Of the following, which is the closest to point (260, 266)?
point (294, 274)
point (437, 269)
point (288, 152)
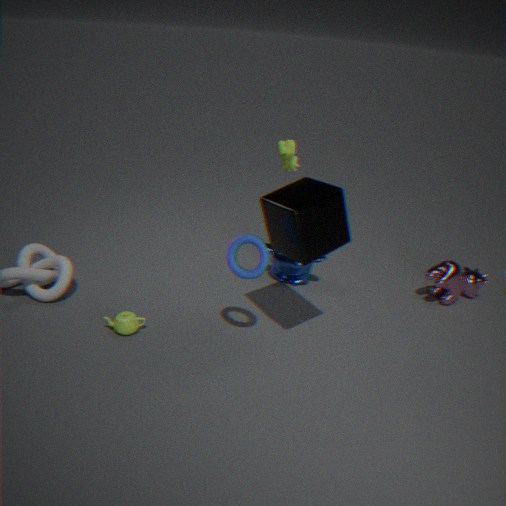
point (288, 152)
